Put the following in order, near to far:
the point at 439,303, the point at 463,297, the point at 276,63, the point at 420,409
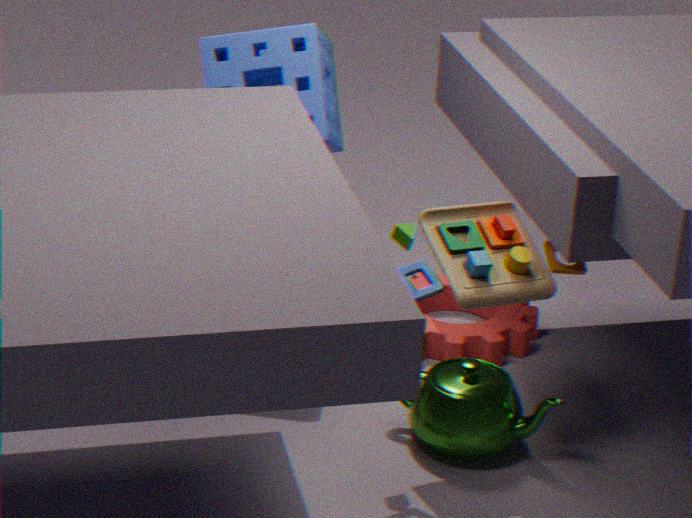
the point at 463,297, the point at 420,409, the point at 276,63, the point at 439,303
